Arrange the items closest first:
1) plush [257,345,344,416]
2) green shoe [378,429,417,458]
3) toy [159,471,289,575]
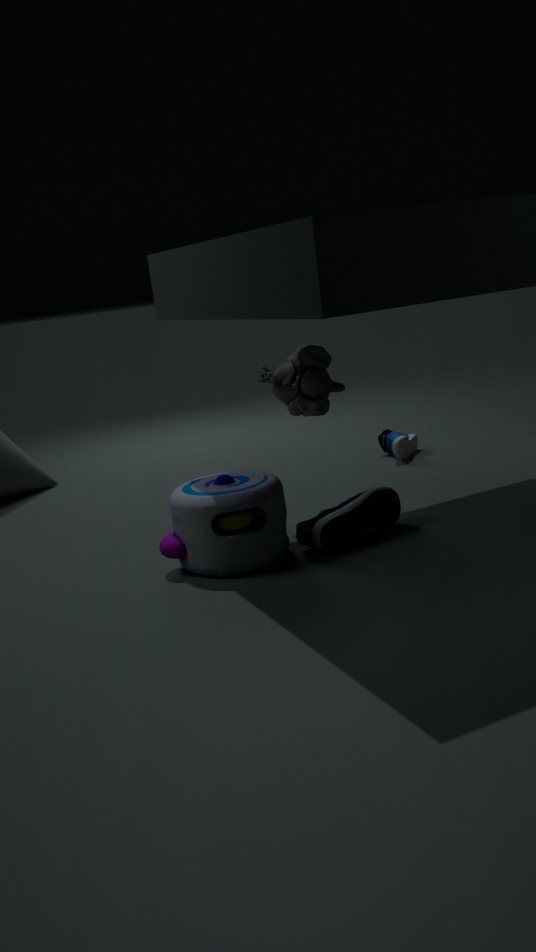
3. toy [159,471,289,575] < 1. plush [257,345,344,416] < 2. green shoe [378,429,417,458]
